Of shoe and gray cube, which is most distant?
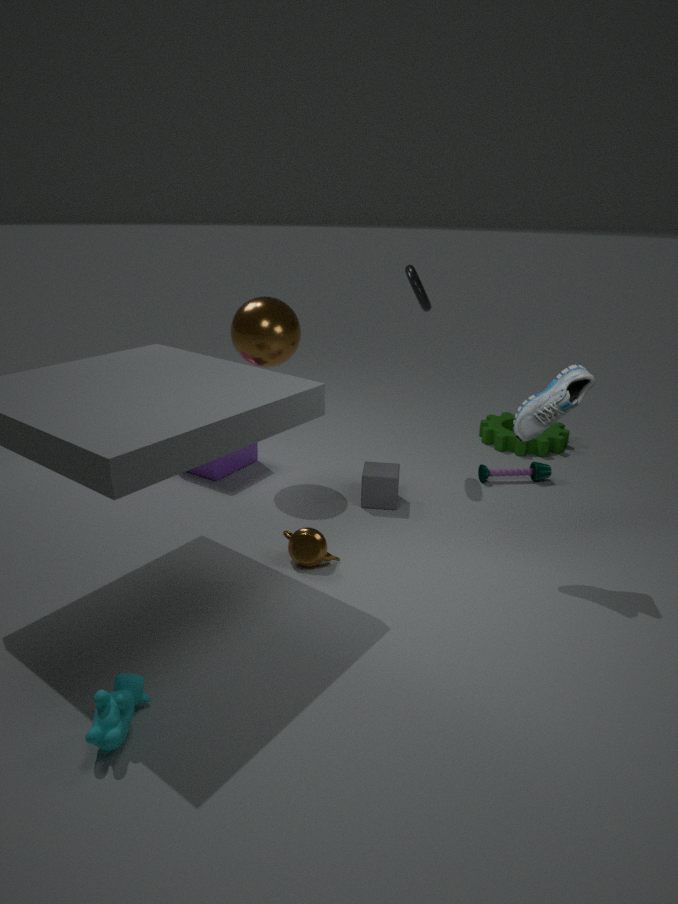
gray cube
